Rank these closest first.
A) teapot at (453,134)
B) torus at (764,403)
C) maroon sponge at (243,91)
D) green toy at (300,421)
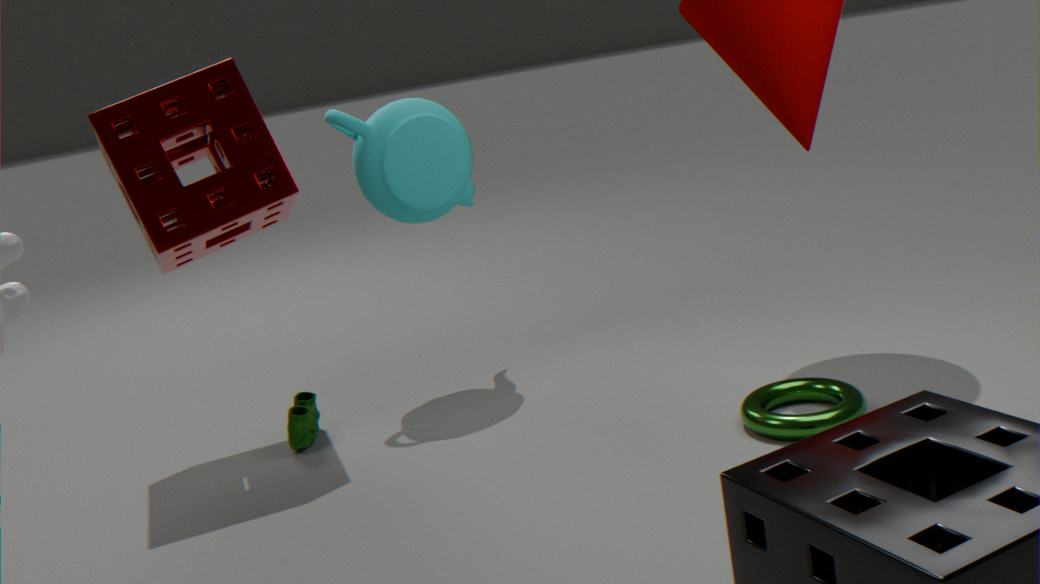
torus at (764,403)
maroon sponge at (243,91)
green toy at (300,421)
teapot at (453,134)
